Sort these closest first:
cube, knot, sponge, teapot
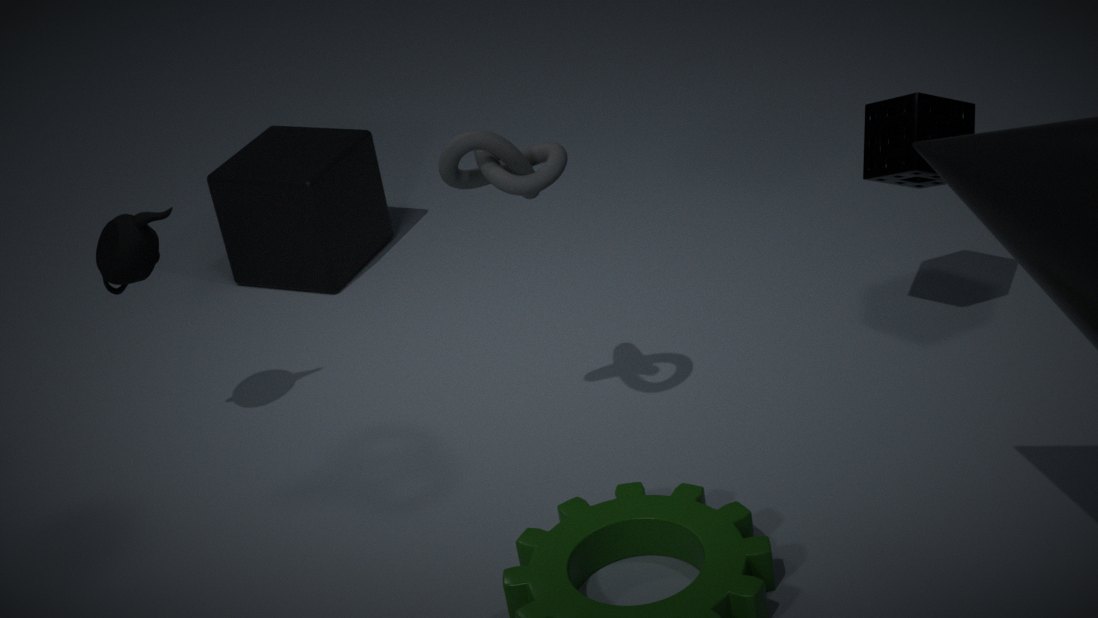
knot
sponge
teapot
cube
